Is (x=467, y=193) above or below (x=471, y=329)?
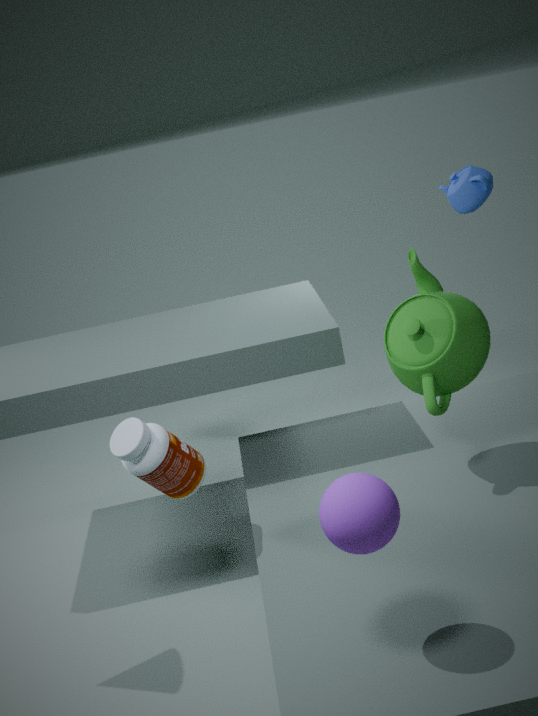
above
